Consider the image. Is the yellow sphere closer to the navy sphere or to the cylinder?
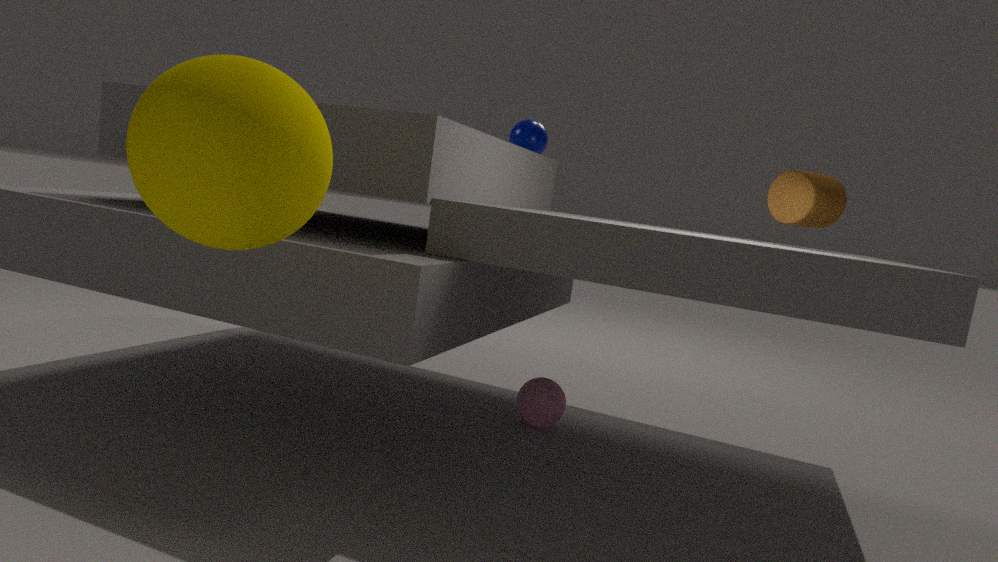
the cylinder
